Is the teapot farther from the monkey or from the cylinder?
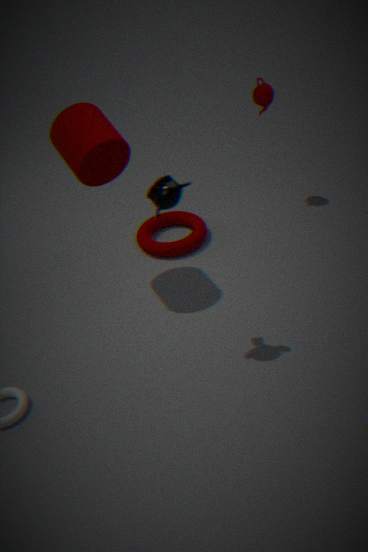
the monkey
